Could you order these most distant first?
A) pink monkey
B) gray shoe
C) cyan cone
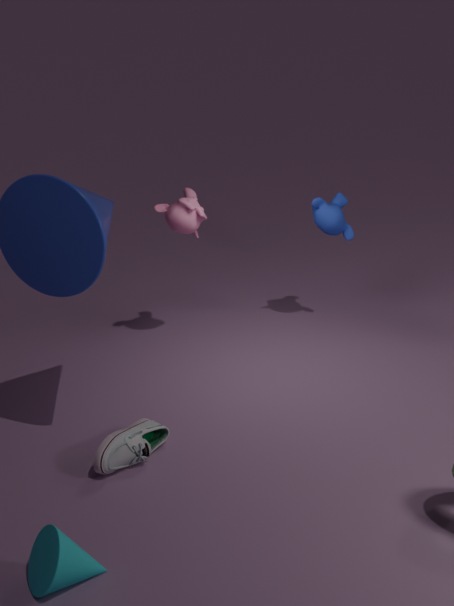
pink monkey, gray shoe, cyan cone
